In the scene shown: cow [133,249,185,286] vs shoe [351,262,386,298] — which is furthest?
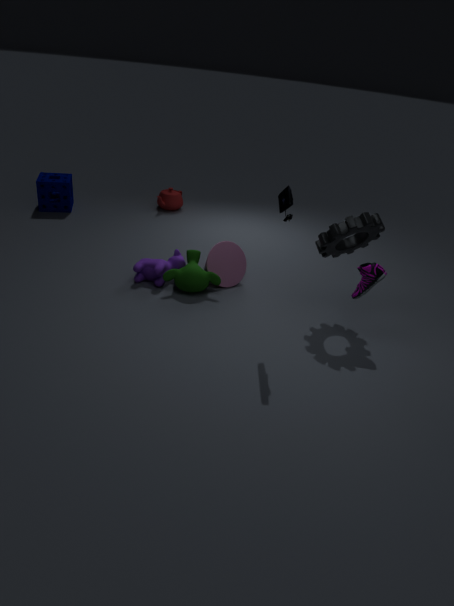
cow [133,249,185,286]
